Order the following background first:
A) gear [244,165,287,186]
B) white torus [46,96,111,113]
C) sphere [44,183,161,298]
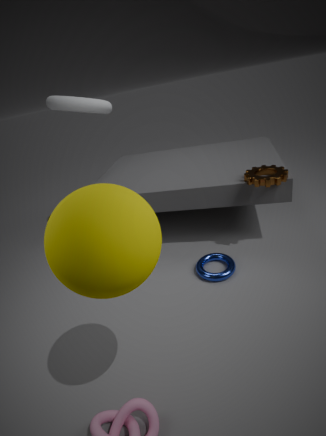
white torus [46,96,111,113], gear [244,165,287,186], sphere [44,183,161,298]
